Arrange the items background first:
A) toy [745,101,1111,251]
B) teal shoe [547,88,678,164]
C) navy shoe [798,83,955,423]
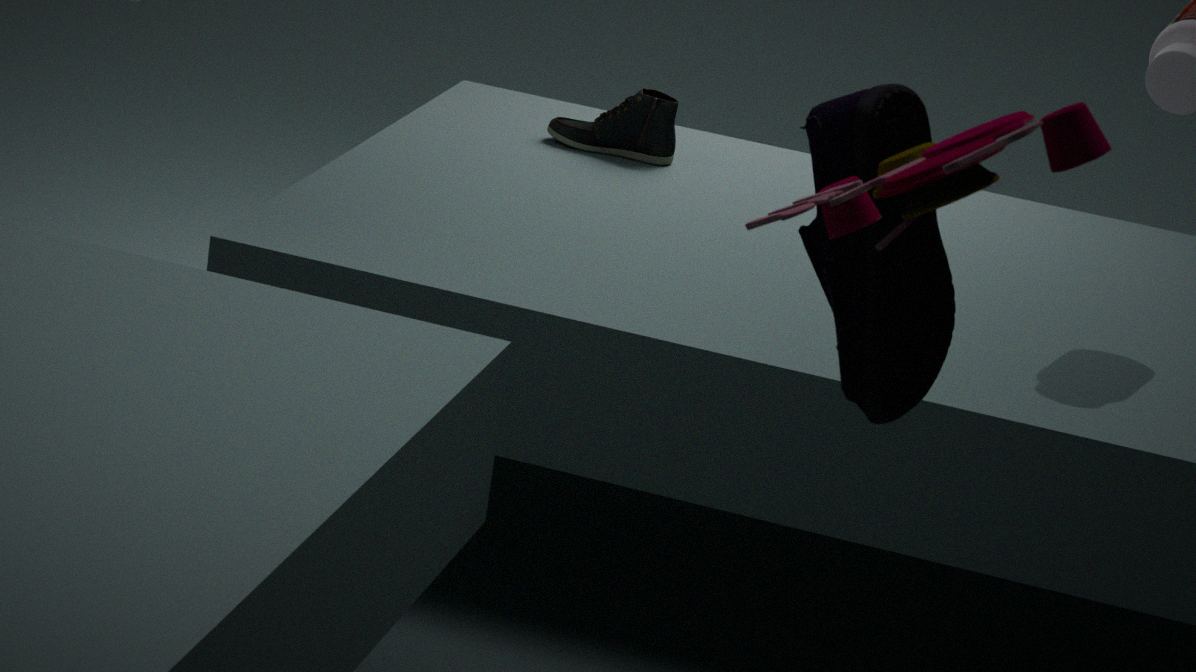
teal shoe [547,88,678,164] → navy shoe [798,83,955,423] → toy [745,101,1111,251]
